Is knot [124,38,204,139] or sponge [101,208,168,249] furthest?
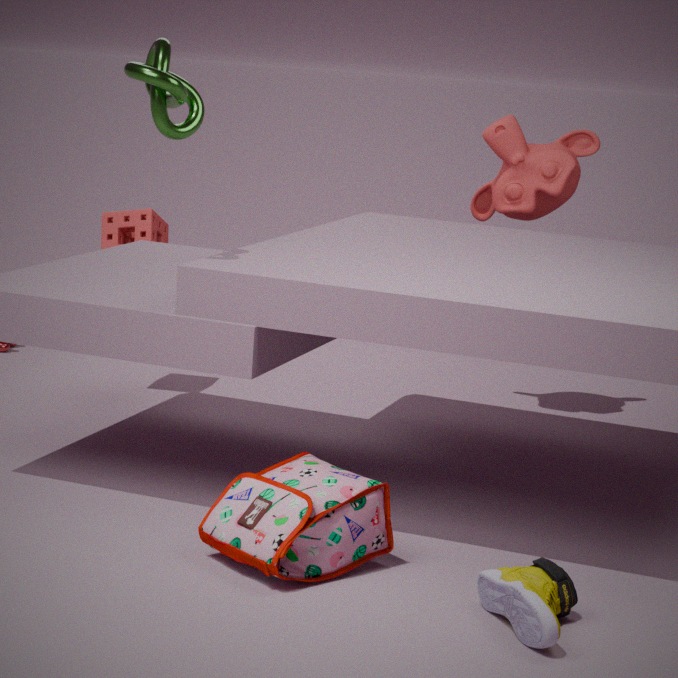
sponge [101,208,168,249]
